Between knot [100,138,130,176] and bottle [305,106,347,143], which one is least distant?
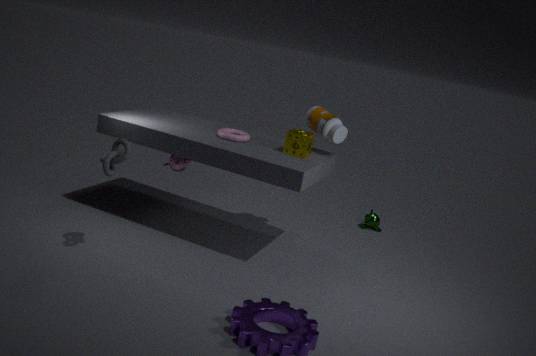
knot [100,138,130,176]
